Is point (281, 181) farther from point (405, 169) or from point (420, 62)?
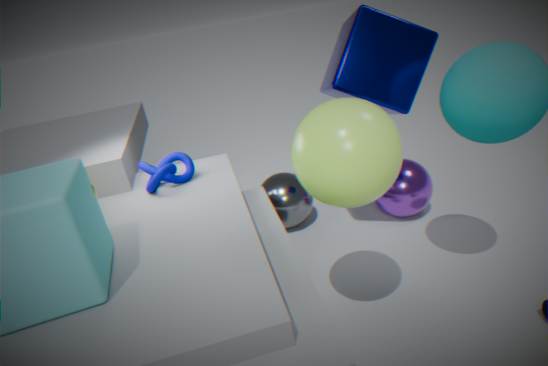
point (420, 62)
